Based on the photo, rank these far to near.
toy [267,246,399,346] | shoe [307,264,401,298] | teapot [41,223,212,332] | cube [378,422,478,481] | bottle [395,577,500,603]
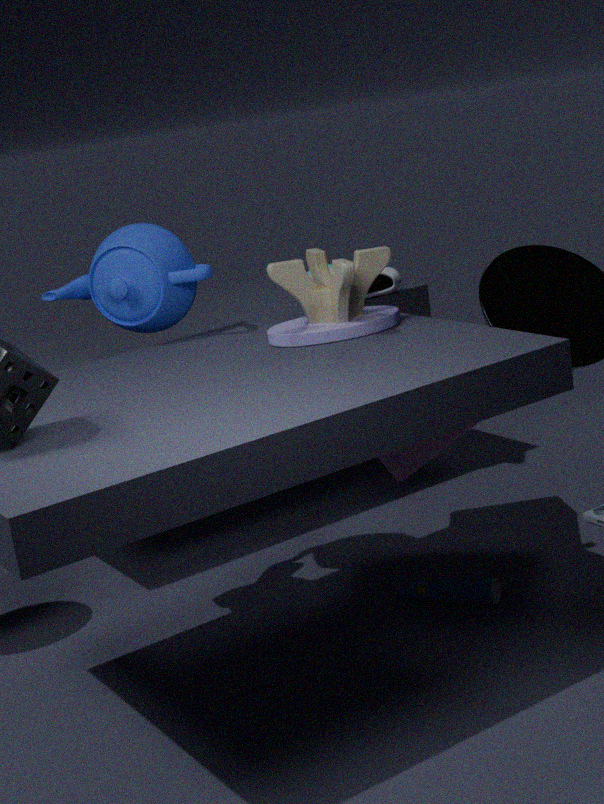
1. shoe [307,264,401,298]
2. cube [378,422,478,481]
3. bottle [395,577,500,603]
4. teapot [41,223,212,332]
5. toy [267,246,399,346]
